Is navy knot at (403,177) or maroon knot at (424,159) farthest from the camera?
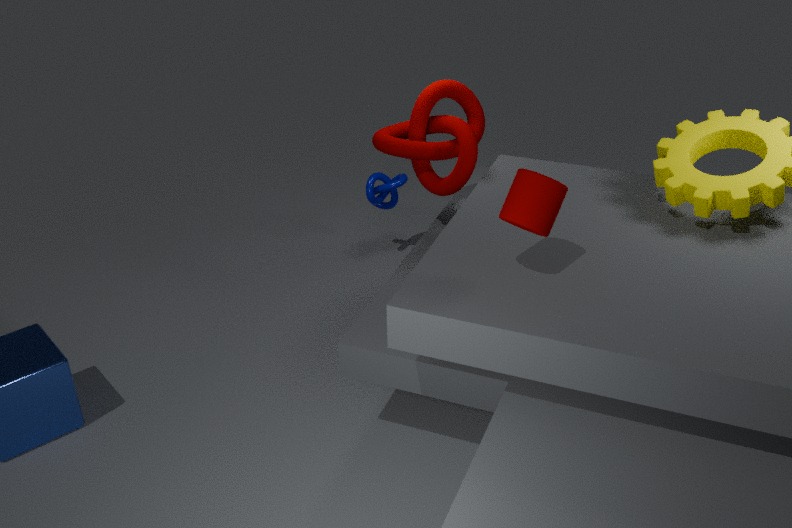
navy knot at (403,177)
